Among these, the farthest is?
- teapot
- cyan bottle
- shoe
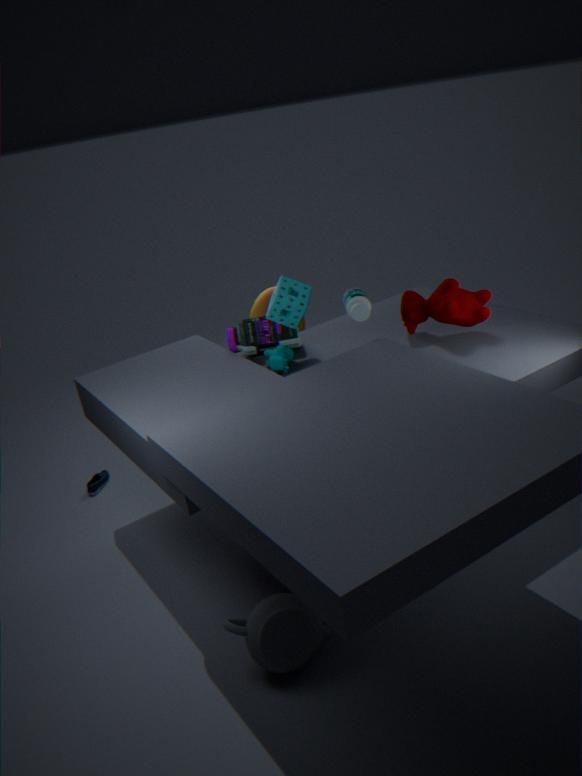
shoe
